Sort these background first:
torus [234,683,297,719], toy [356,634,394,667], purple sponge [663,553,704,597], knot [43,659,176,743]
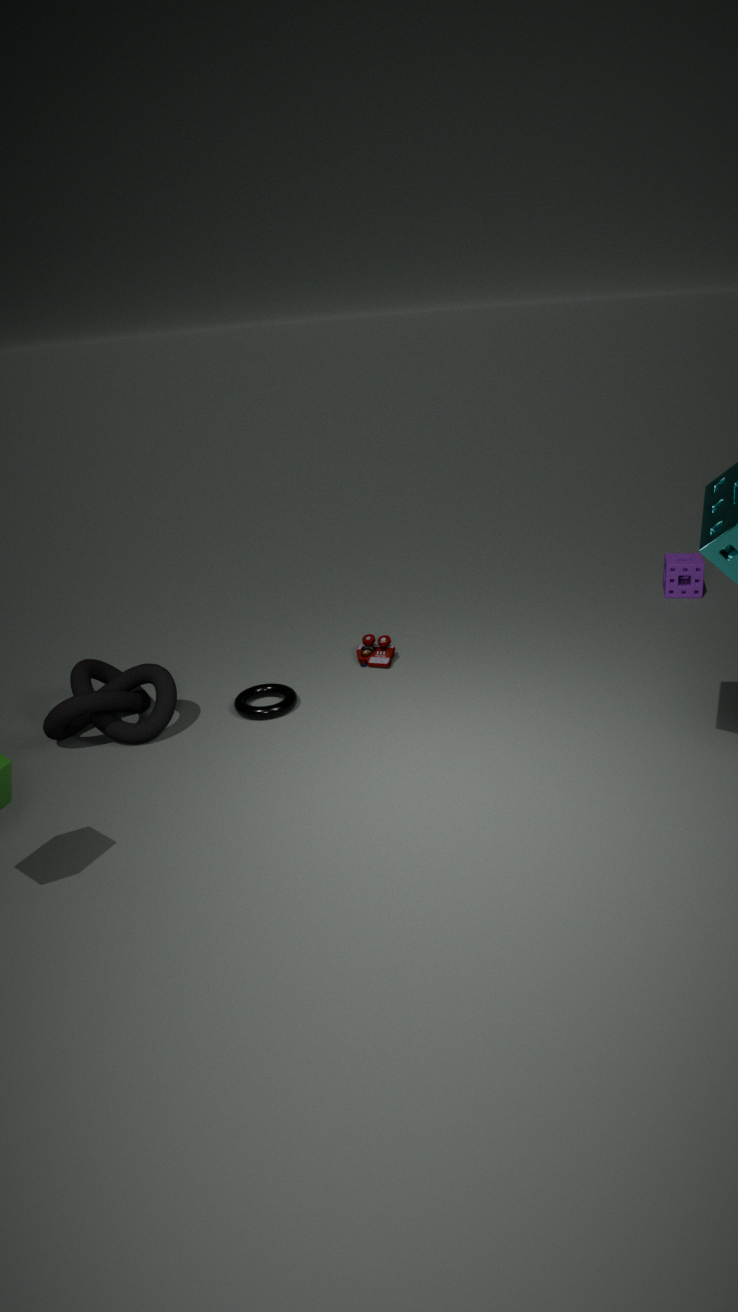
purple sponge [663,553,704,597] → toy [356,634,394,667] → torus [234,683,297,719] → knot [43,659,176,743]
